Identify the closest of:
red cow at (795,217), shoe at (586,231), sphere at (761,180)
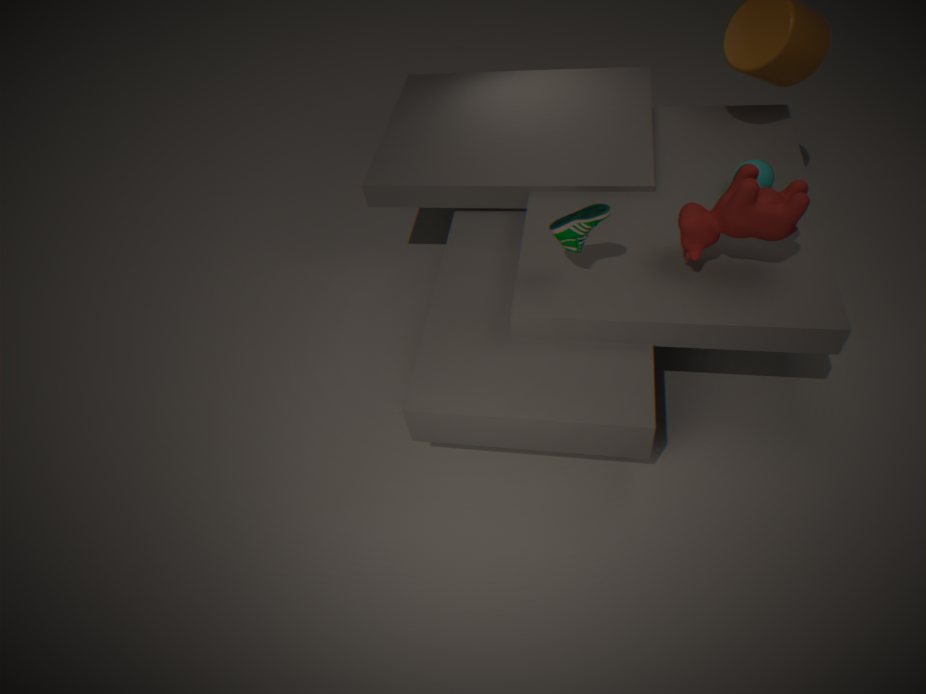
red cow at (795,217)
